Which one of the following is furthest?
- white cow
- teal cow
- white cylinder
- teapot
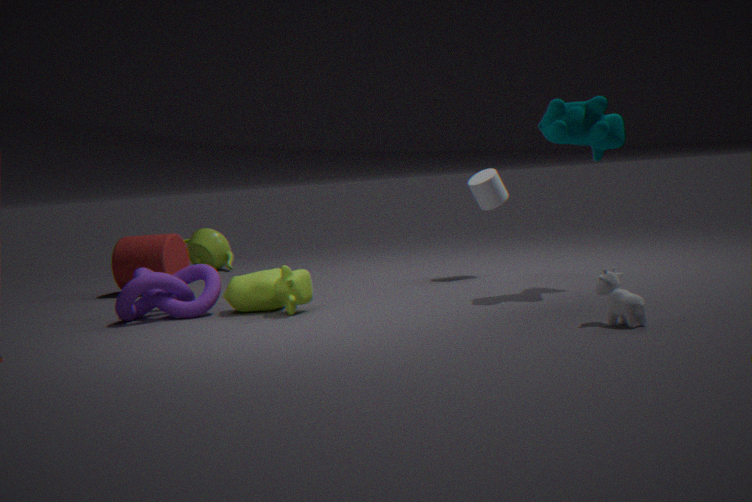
teapot
